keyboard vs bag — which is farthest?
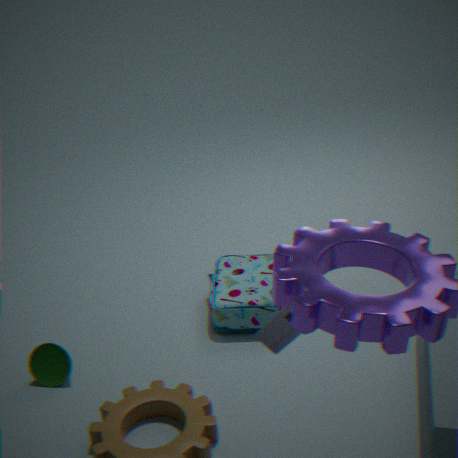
bag
